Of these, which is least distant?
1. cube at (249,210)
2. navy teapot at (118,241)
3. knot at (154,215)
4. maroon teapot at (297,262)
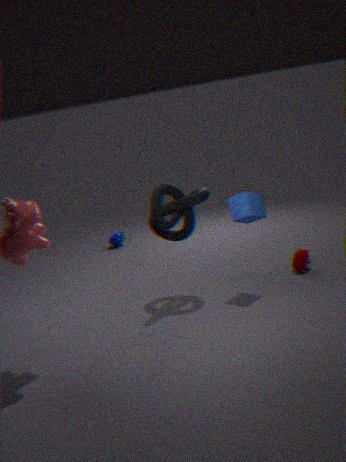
cube at (249,210)
